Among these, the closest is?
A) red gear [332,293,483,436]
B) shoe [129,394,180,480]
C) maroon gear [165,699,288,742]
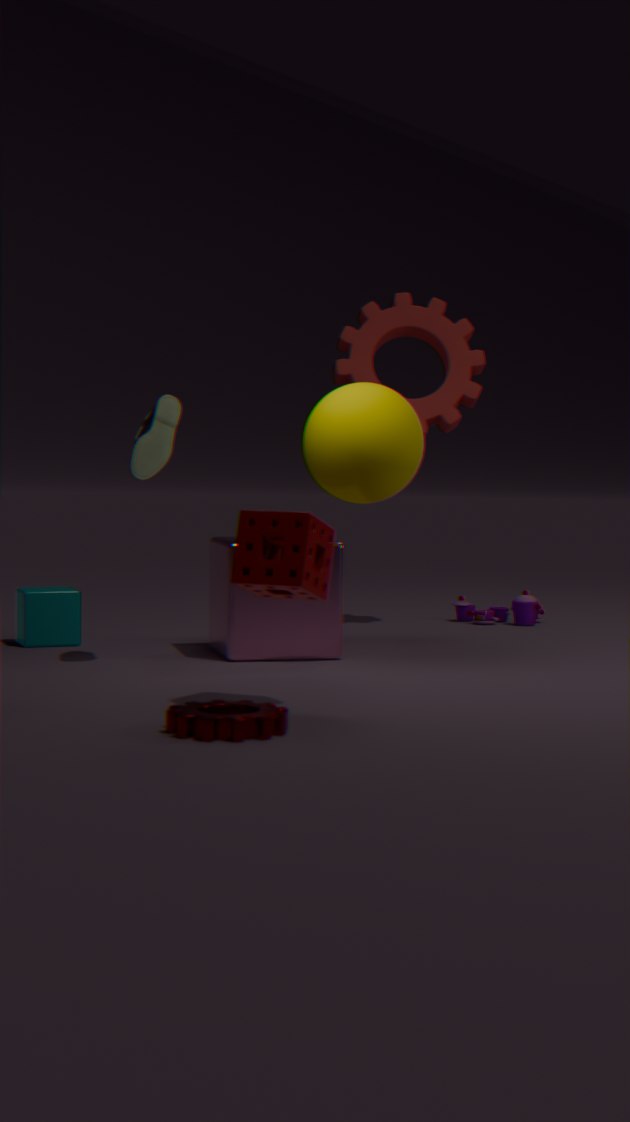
maroon gear [165,699,288,742]
